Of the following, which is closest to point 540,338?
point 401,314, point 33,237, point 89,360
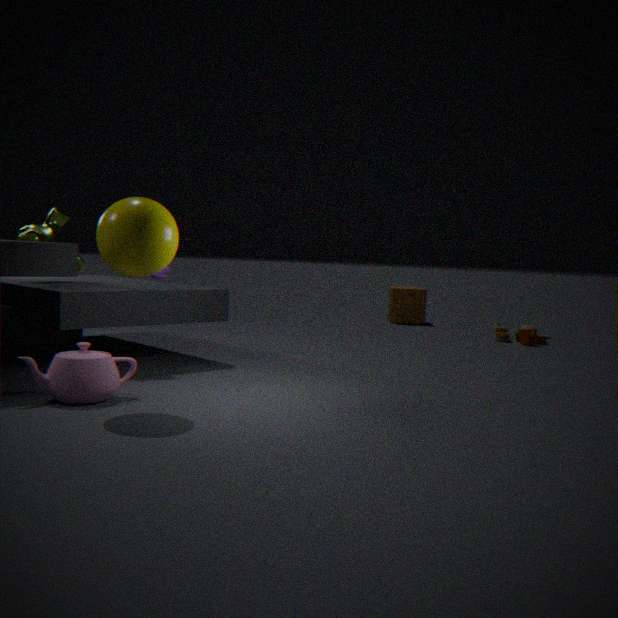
point 401,314
